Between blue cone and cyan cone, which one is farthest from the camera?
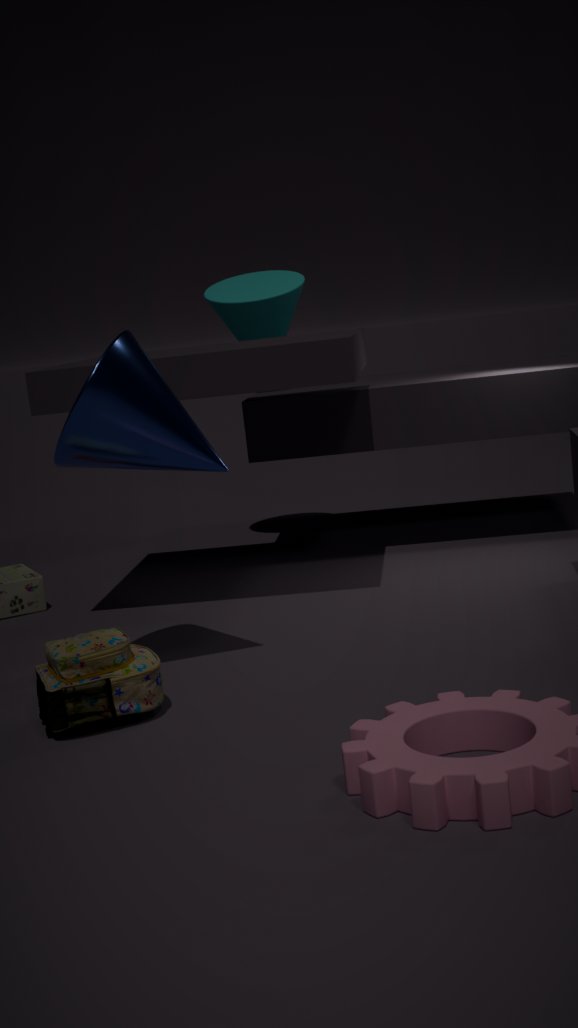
cyan cone
